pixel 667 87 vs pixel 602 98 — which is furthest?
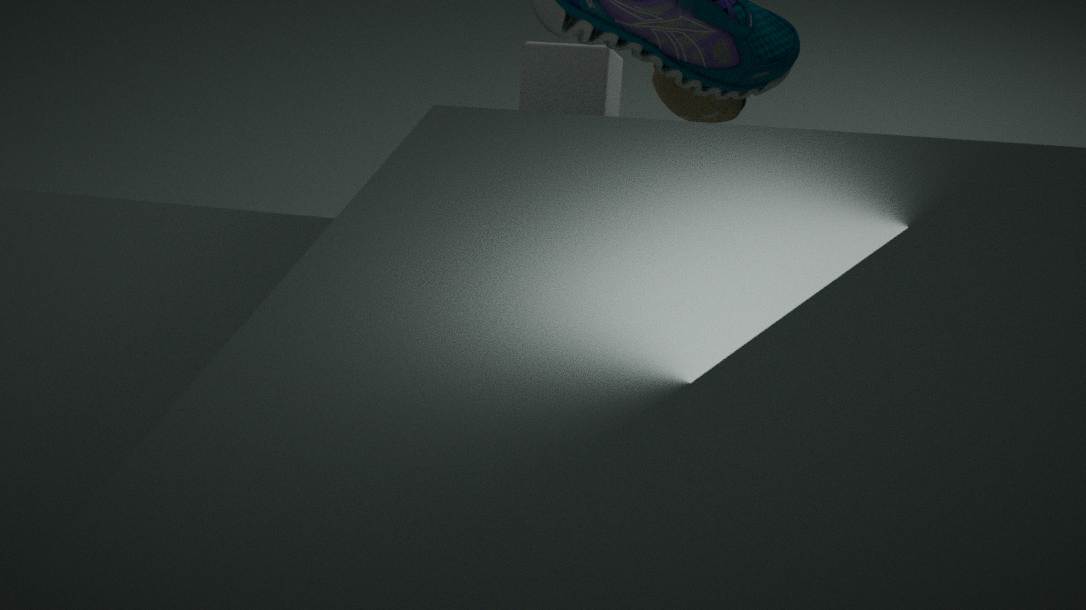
pixel 602 98
